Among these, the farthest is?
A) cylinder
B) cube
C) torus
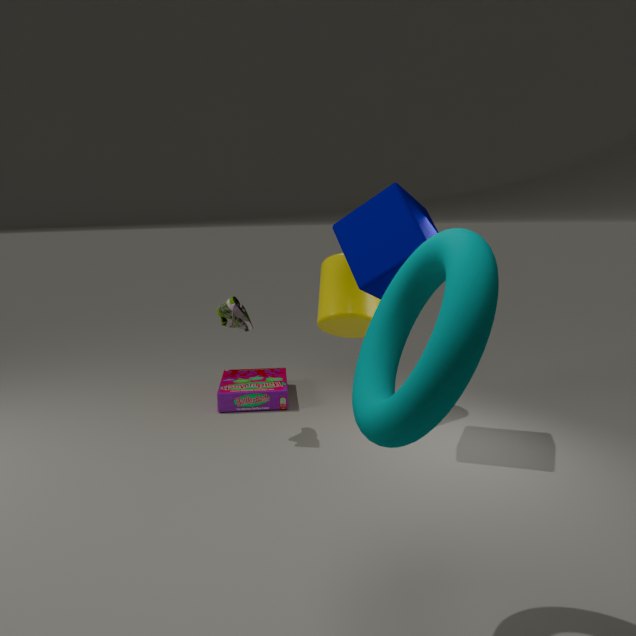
cylinder
